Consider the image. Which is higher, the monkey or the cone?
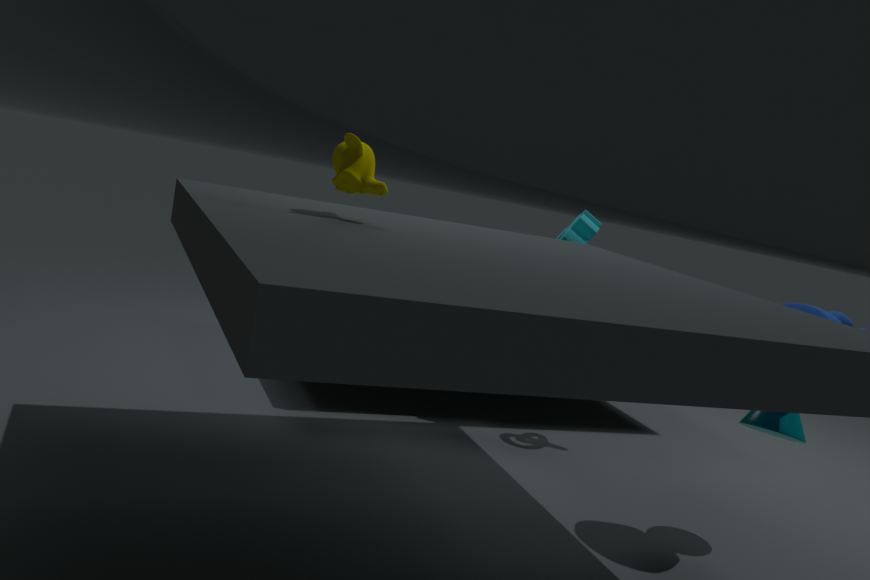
the monkey
